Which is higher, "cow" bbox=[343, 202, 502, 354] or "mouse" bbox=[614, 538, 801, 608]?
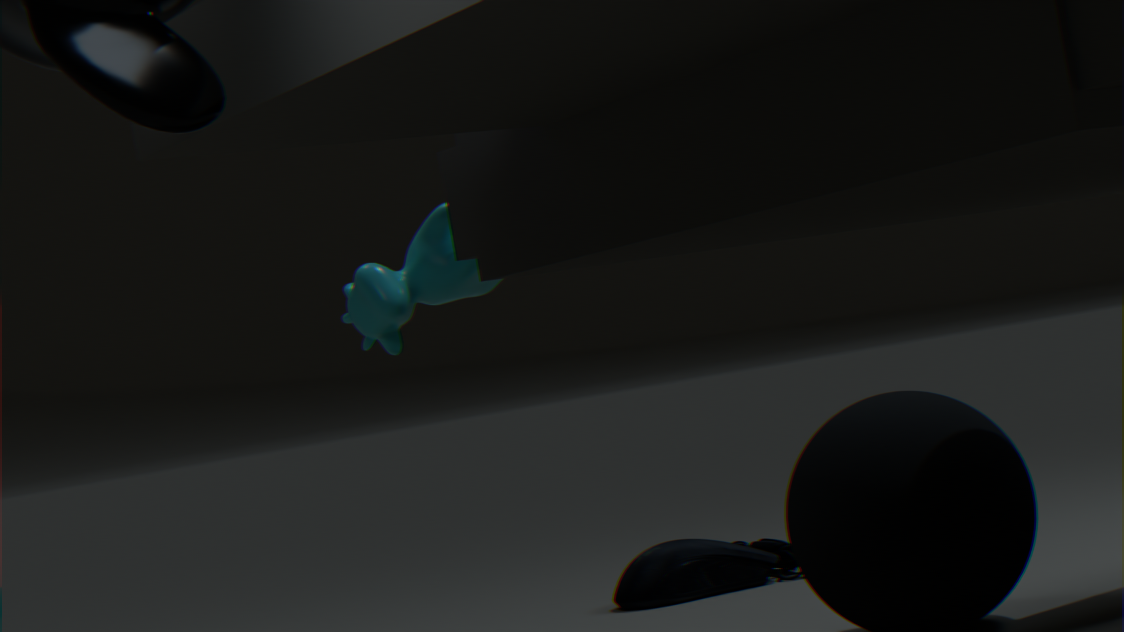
"cow" bbox=[343, 202, 502, 354]
